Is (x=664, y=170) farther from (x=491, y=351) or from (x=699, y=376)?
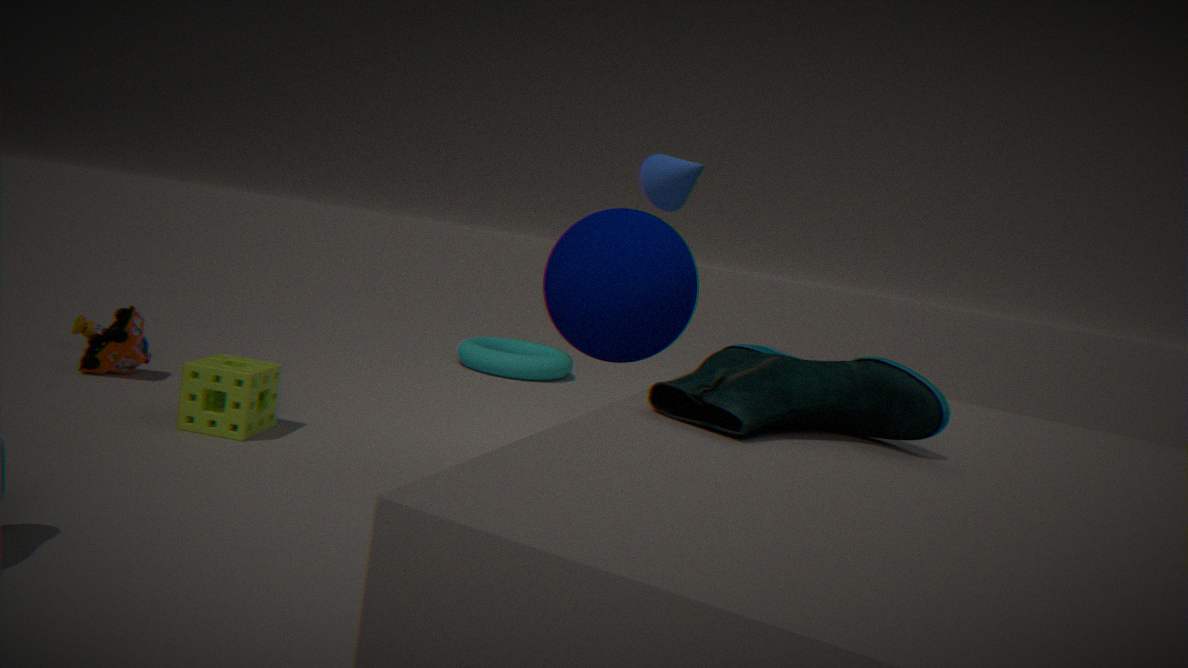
(x=699, y=376)
